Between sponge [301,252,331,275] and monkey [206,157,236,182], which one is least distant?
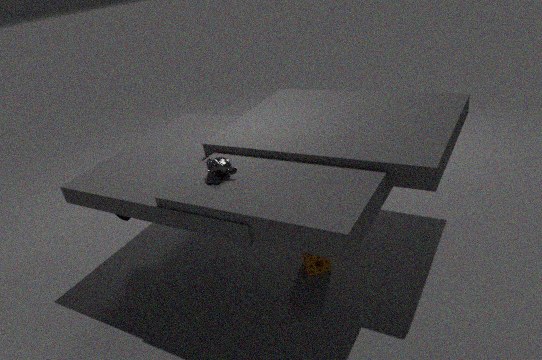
monkey [206,157,236,182]
